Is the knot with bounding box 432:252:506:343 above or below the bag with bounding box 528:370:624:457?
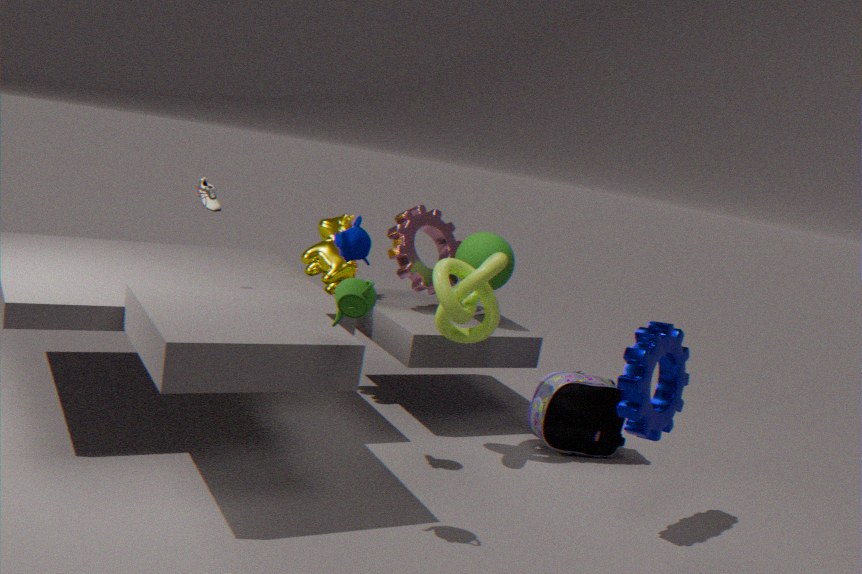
above
